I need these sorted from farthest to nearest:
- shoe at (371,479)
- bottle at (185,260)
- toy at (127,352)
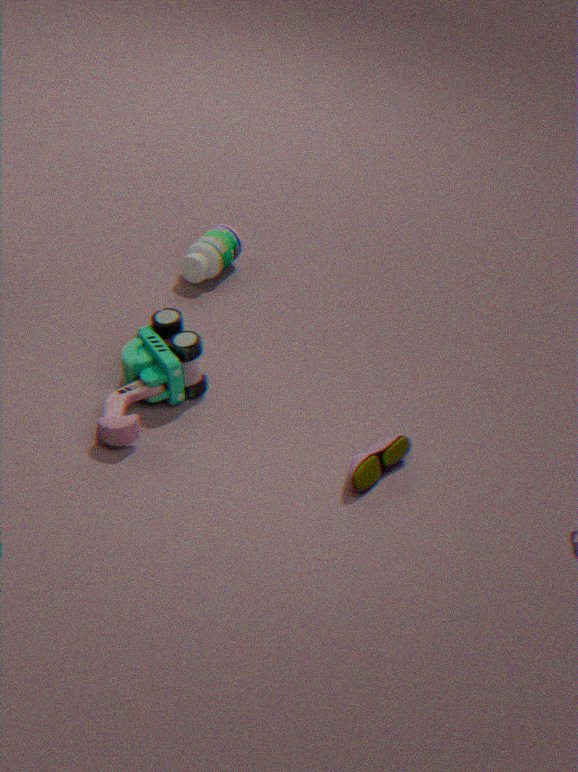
bottle at (185,260) < toy at (127,352) < shoe at (371,479)
